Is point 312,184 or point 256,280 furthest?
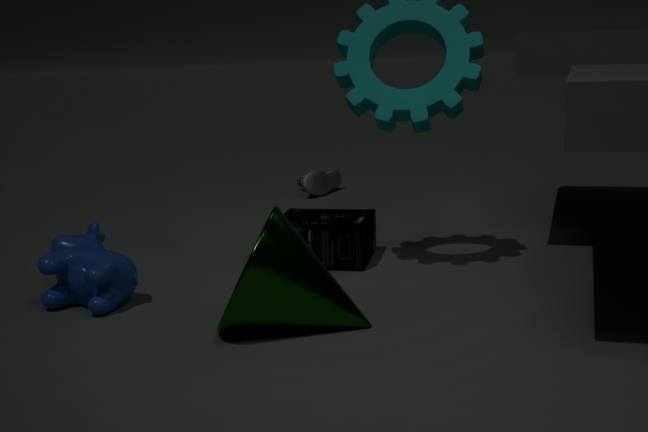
point 312,184
